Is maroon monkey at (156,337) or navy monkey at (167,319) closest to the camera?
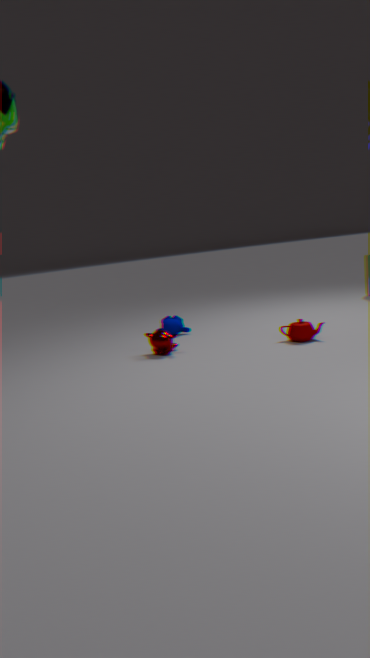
maroon monkey at (156,337)
